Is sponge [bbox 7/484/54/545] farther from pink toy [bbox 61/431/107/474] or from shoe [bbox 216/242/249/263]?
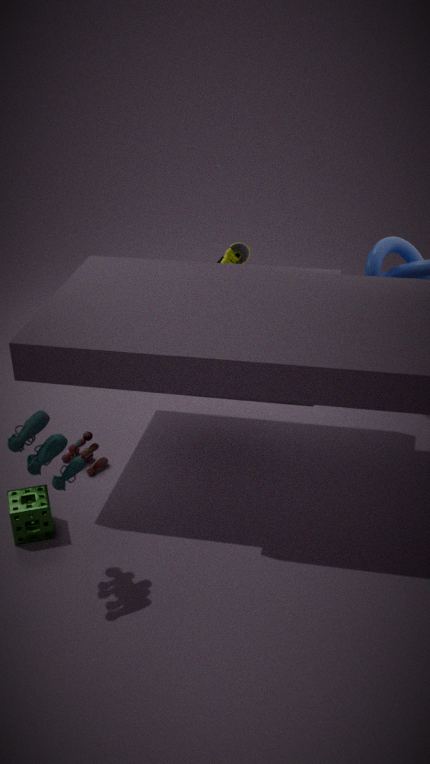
shoe [bbox 216/242/249/263]
